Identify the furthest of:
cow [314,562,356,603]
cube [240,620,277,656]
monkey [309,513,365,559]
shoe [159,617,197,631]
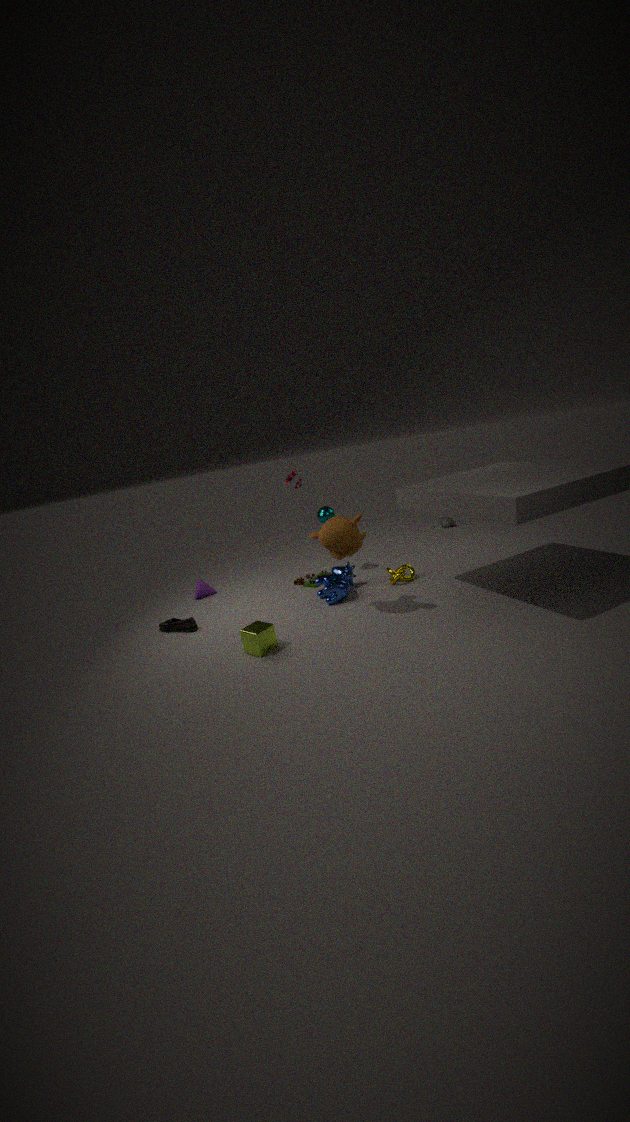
cow [314,562,356,603]
